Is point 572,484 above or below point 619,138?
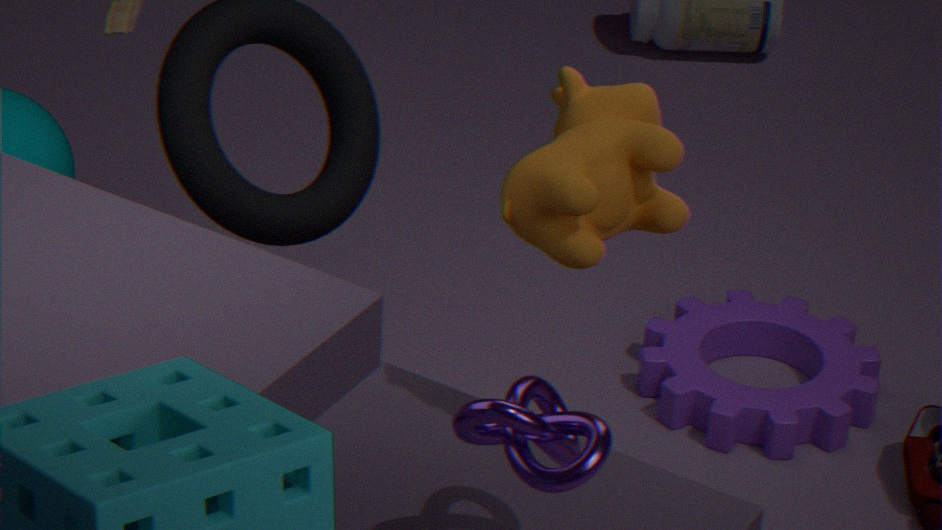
below
